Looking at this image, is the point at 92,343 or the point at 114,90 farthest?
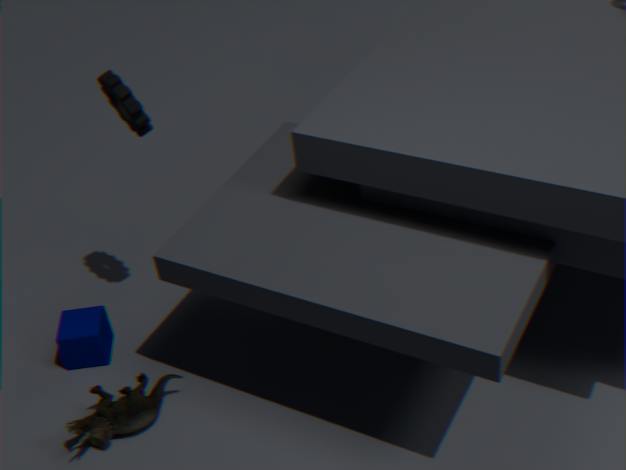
the point at 92,343
